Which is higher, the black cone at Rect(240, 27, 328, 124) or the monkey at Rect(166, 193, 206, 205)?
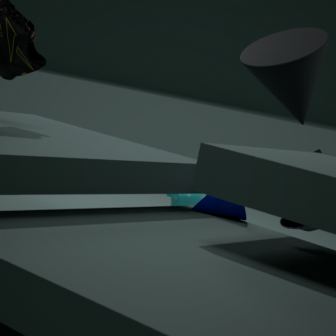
the black cone at Rect(240, 27, 328, 124)
